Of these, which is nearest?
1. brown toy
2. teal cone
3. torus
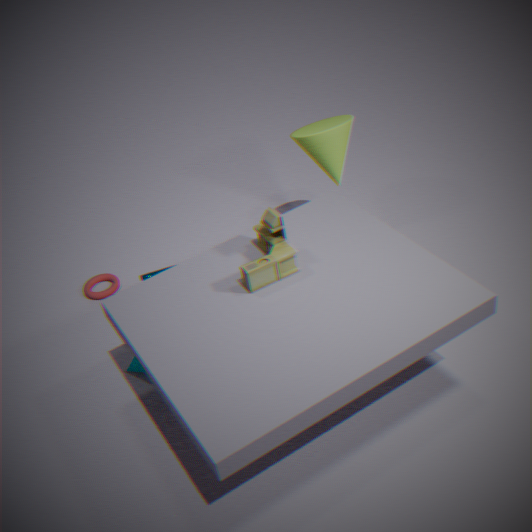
brown toy
